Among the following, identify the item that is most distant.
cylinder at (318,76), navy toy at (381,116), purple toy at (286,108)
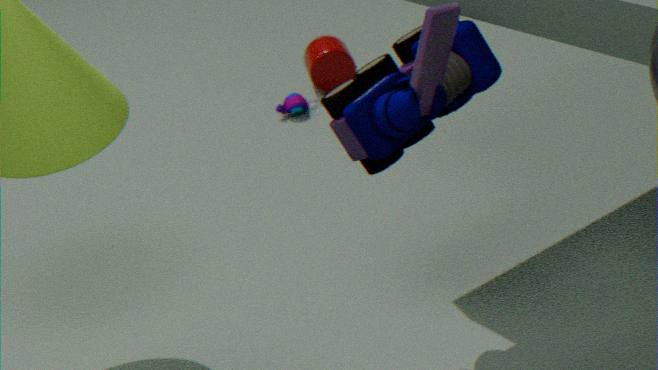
cylinder at (318,76)
